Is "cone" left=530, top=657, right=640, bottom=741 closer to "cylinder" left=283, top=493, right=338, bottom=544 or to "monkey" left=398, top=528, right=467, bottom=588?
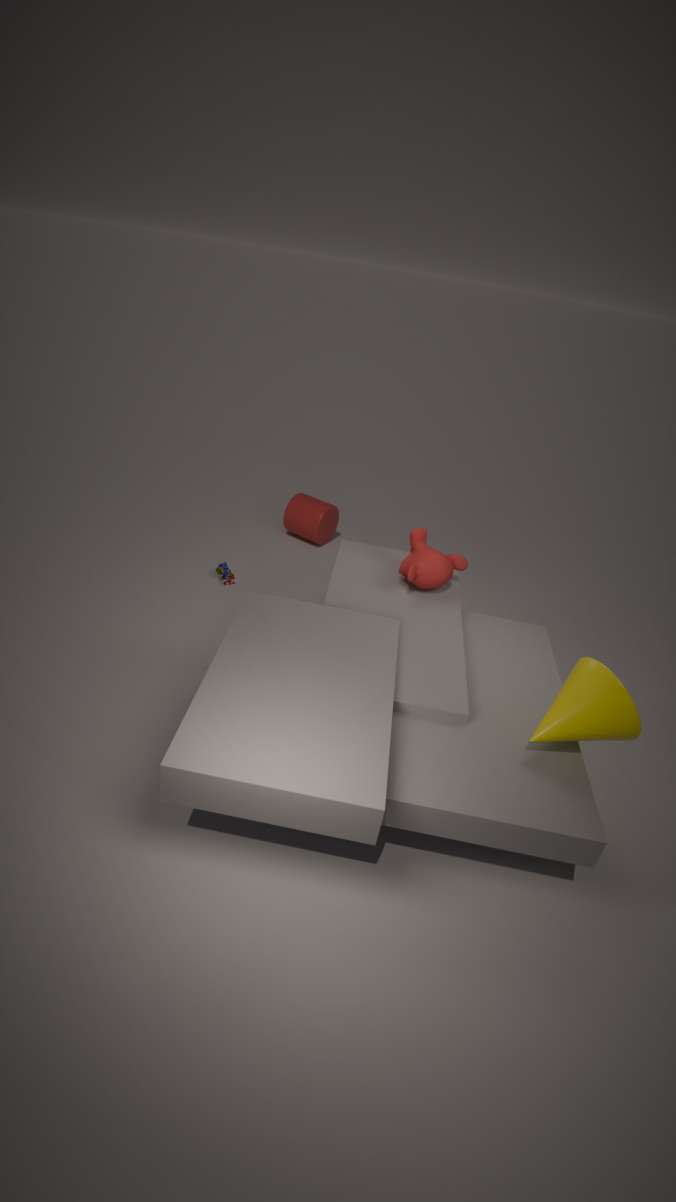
"monkey" left=398, top=528, right=467, bottom=588
